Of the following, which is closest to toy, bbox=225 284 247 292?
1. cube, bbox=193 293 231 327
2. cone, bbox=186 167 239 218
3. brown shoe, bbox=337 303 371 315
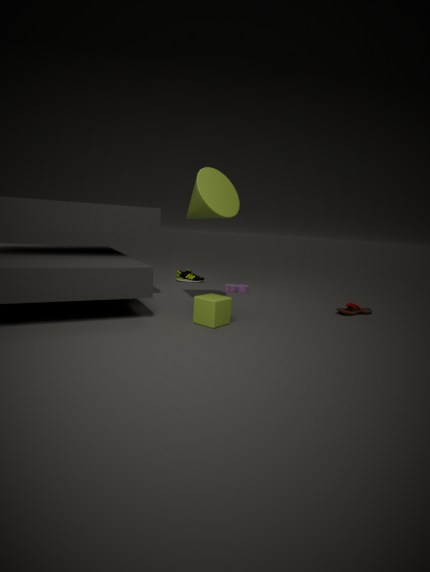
cone, bbox=186 167 239 218
